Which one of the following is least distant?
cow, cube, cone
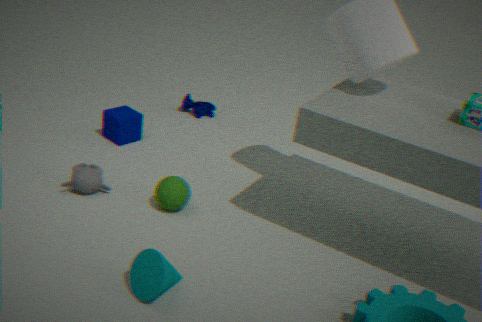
cone
